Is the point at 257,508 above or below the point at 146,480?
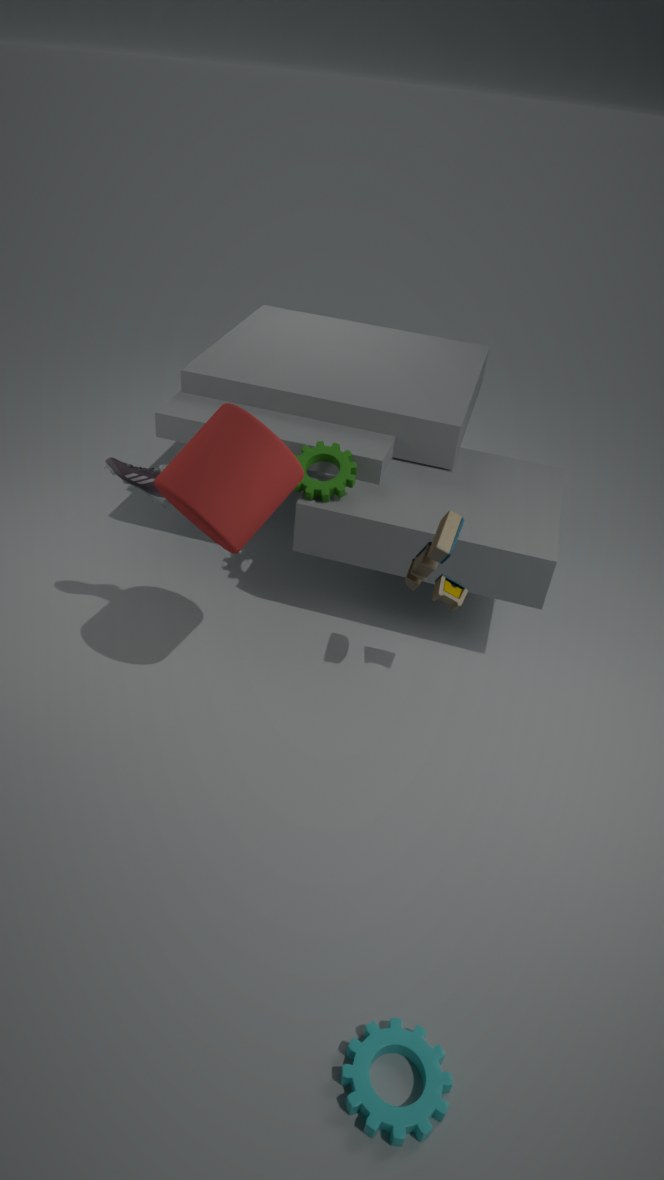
above
